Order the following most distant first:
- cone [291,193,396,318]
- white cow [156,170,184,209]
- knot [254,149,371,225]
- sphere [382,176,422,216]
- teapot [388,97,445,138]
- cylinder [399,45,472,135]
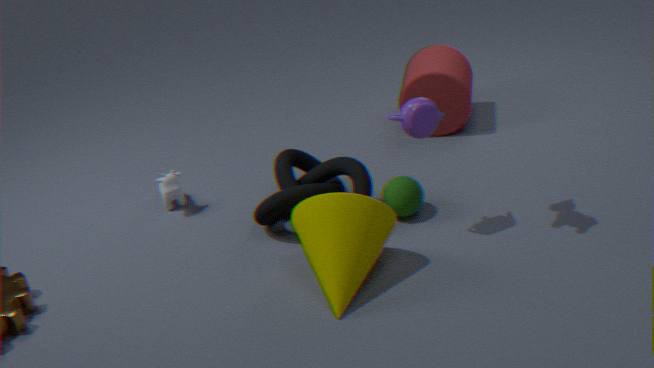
cylinder [399,45,472,135], white cow [156,170,184,209], sphere [382,176,422,216], knot [254,149,371,225], teapot [388,97,445,138], cone [291,193,396,318]
